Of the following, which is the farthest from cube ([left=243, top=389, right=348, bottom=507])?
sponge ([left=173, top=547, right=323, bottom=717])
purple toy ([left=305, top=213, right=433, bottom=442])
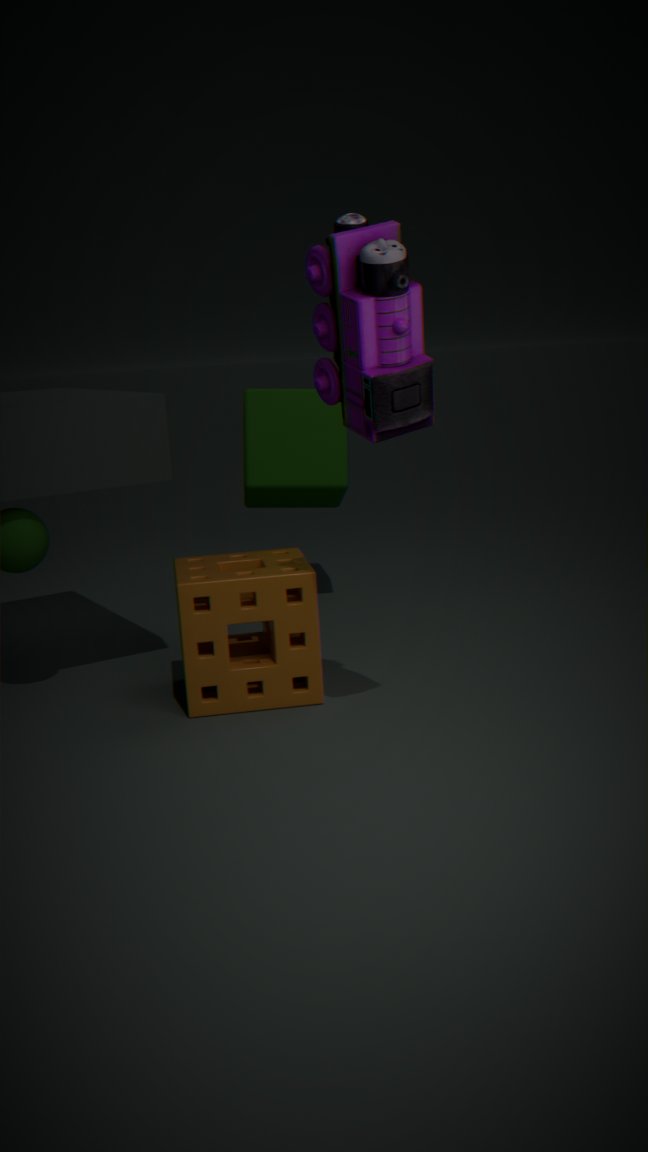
purple toy ([left=305, top=213, right=433, bottom=442])
